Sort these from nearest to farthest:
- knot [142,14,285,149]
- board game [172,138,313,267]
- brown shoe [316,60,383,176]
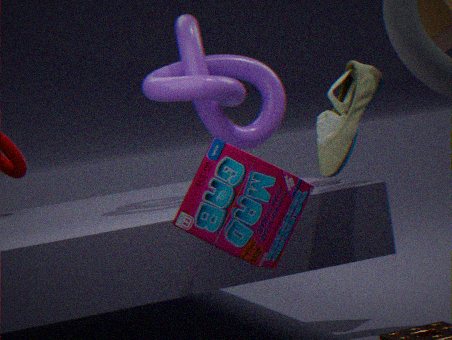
board game [172,138,313,267] < brown shoe [316,60,383,176] < knot [142,14,285,149]
